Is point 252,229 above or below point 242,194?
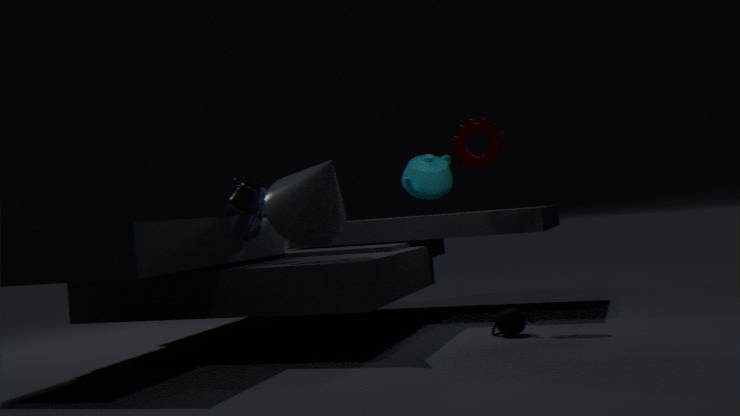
below
